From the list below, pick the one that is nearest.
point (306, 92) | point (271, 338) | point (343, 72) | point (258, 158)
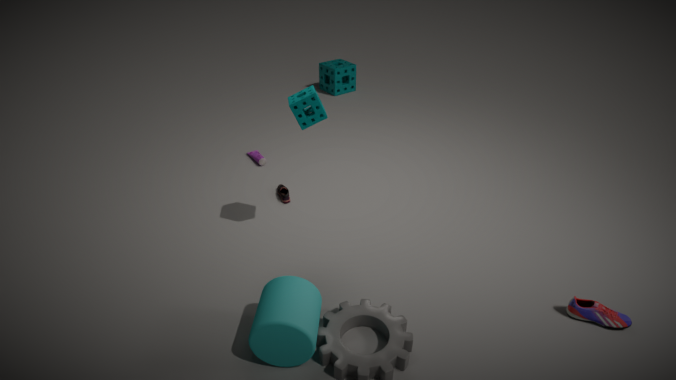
point (271, 338)
